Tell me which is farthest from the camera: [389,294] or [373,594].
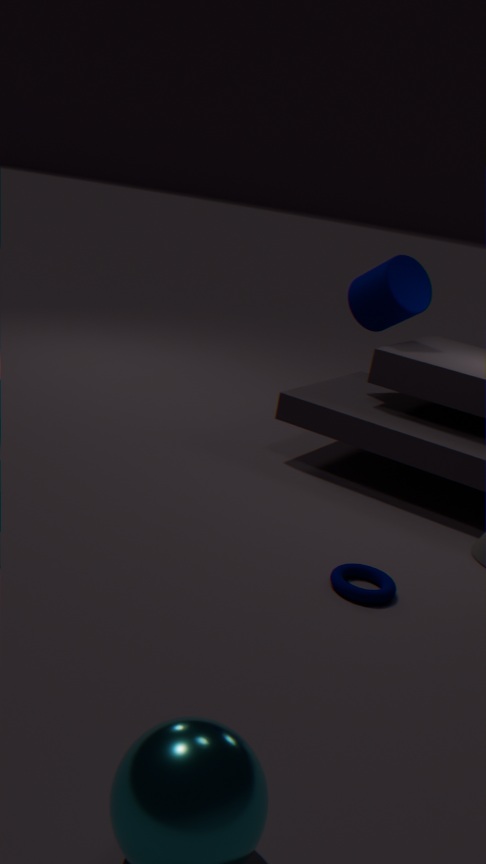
[389,294]
